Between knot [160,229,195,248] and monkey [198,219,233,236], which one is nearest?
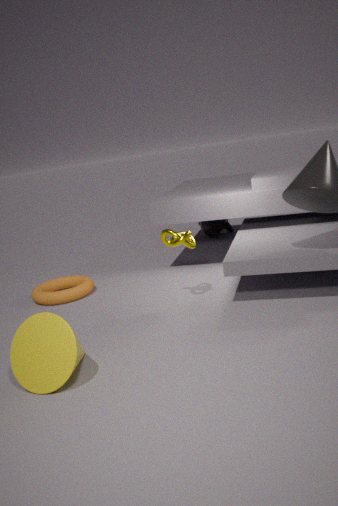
knot [160,229,195,248]
